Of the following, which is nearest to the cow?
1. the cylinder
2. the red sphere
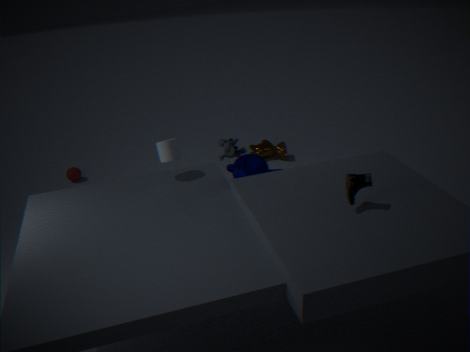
the cylinder
